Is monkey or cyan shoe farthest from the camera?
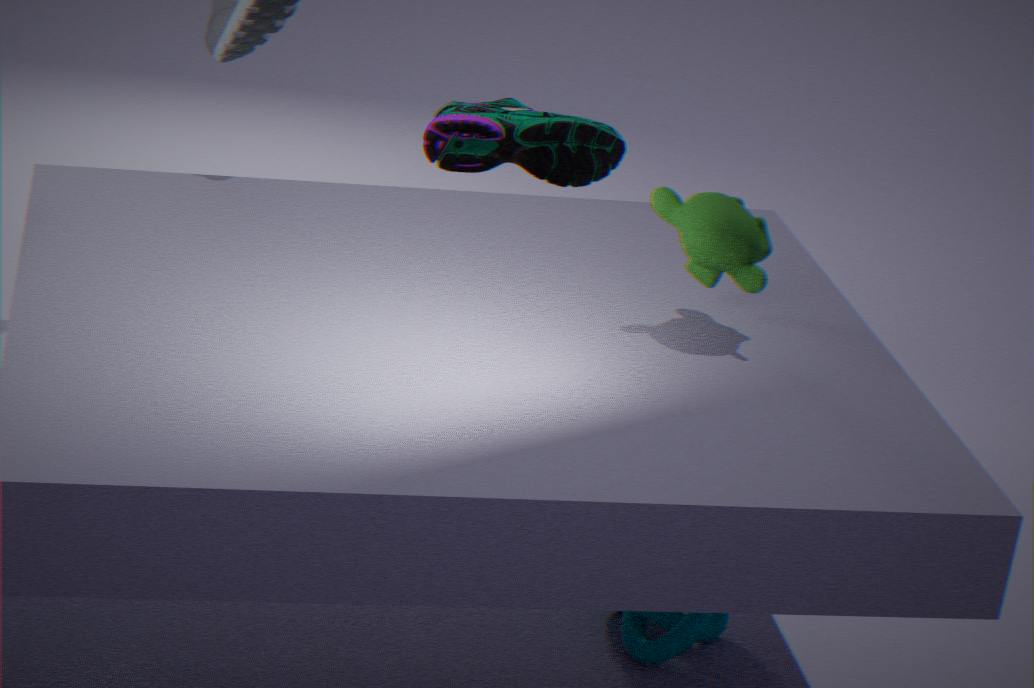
cyan shoe
